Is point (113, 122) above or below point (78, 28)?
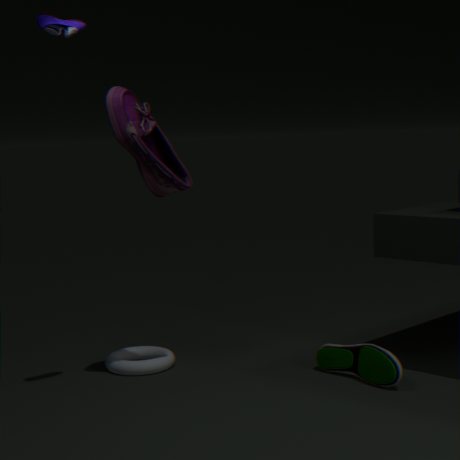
below
